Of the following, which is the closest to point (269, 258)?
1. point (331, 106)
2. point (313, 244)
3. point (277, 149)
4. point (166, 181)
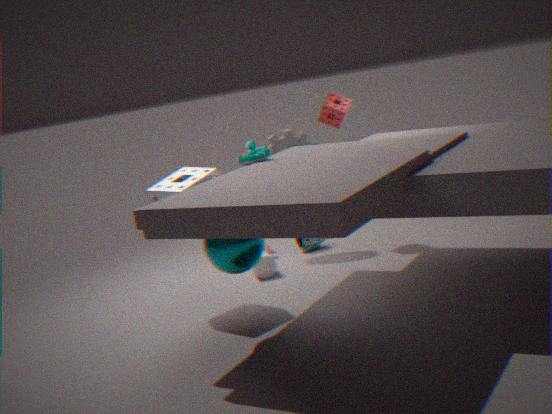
point (313, 244)
